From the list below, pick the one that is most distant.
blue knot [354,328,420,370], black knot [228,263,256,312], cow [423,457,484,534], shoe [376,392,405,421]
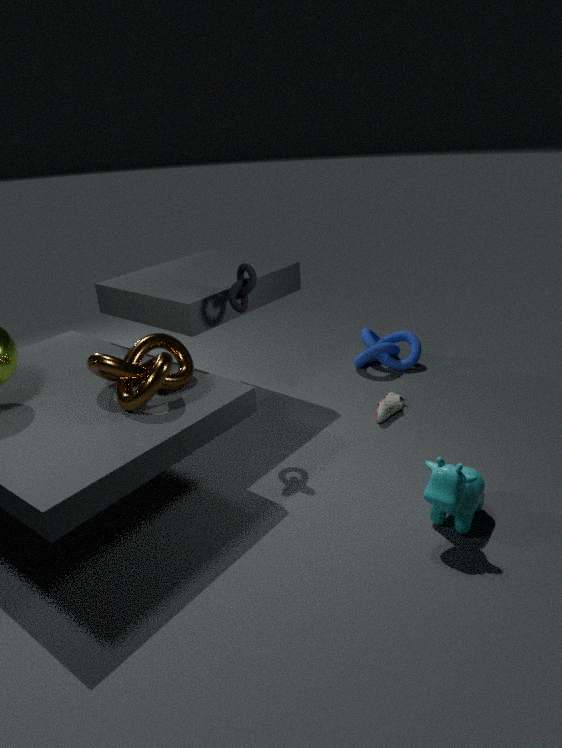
blue knot [354,328,420,370]
